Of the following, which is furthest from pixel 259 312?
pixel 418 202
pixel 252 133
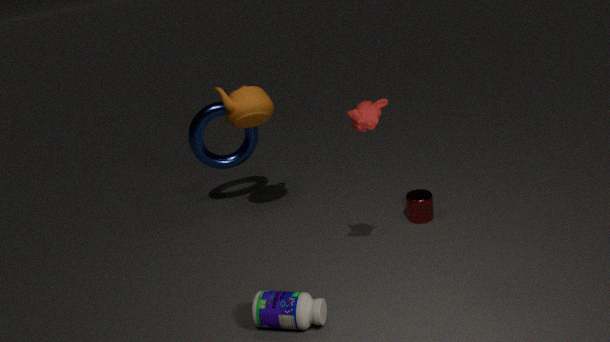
pixel 252 133
